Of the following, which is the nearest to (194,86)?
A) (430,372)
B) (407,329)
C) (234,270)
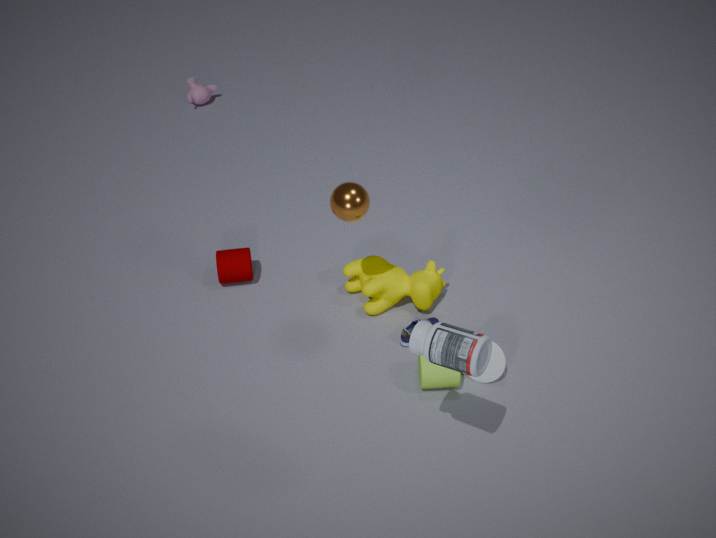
(234,270)
